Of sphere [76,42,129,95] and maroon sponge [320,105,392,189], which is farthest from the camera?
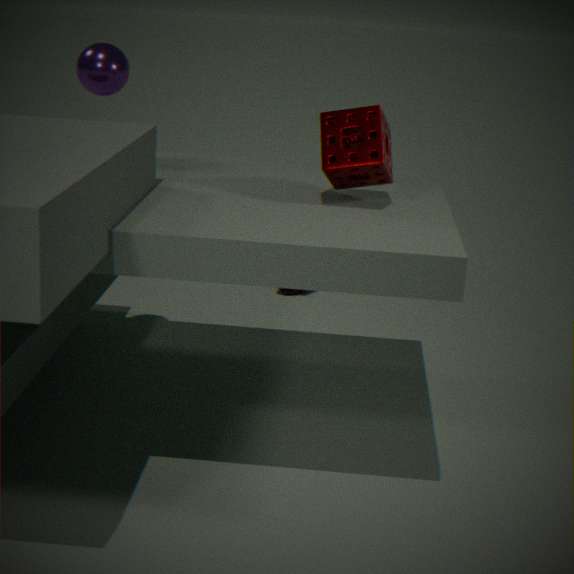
sphere [76,42,129,95]
